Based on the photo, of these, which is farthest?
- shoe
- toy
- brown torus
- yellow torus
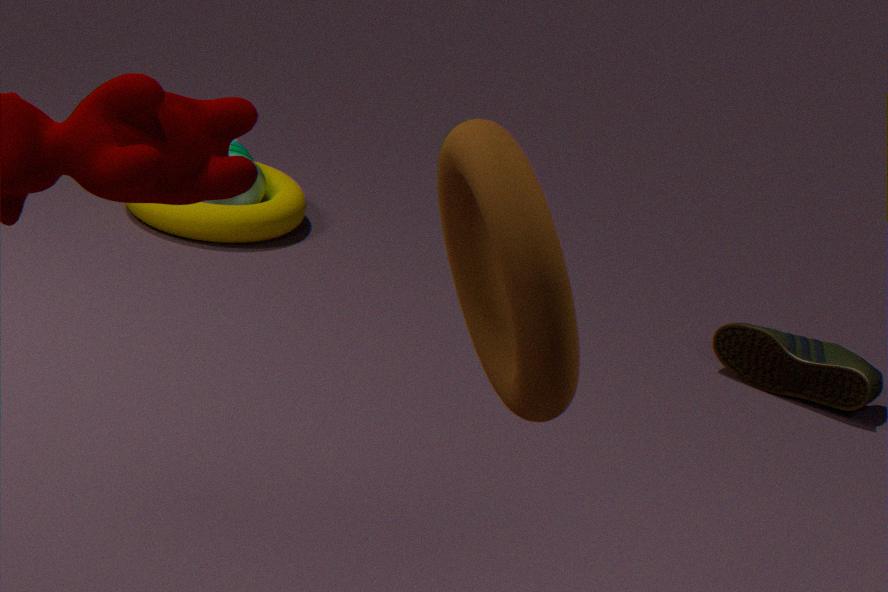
toy
